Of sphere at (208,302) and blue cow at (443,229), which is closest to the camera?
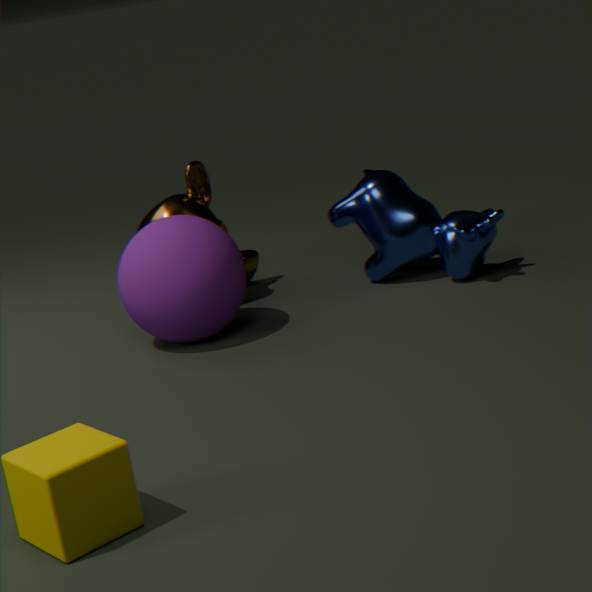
sphere at (208,302)
